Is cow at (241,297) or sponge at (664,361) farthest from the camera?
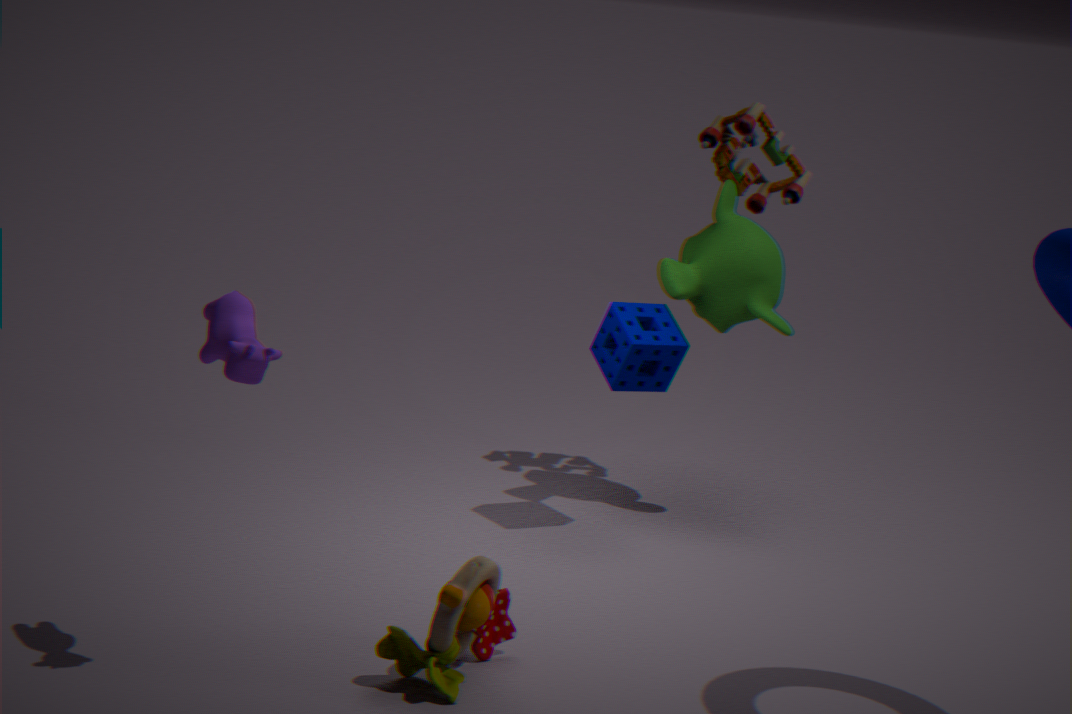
sponge at (664,361)
